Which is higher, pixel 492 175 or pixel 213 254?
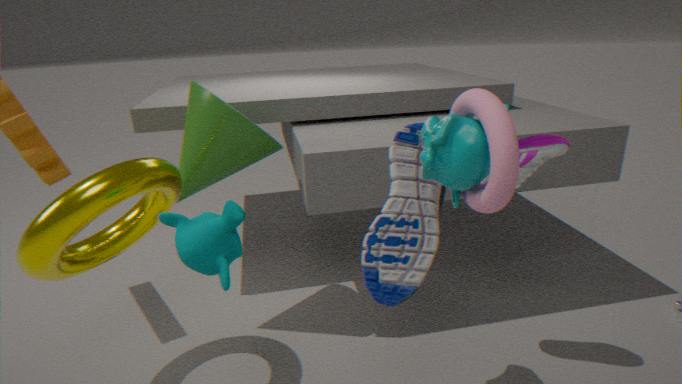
pixel 492 175
